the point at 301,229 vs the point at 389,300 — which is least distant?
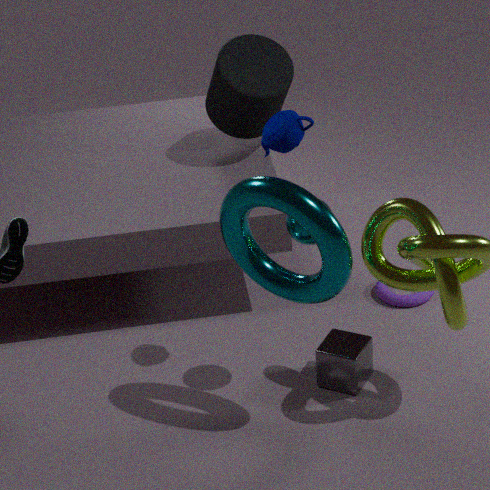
the point at 301,229
